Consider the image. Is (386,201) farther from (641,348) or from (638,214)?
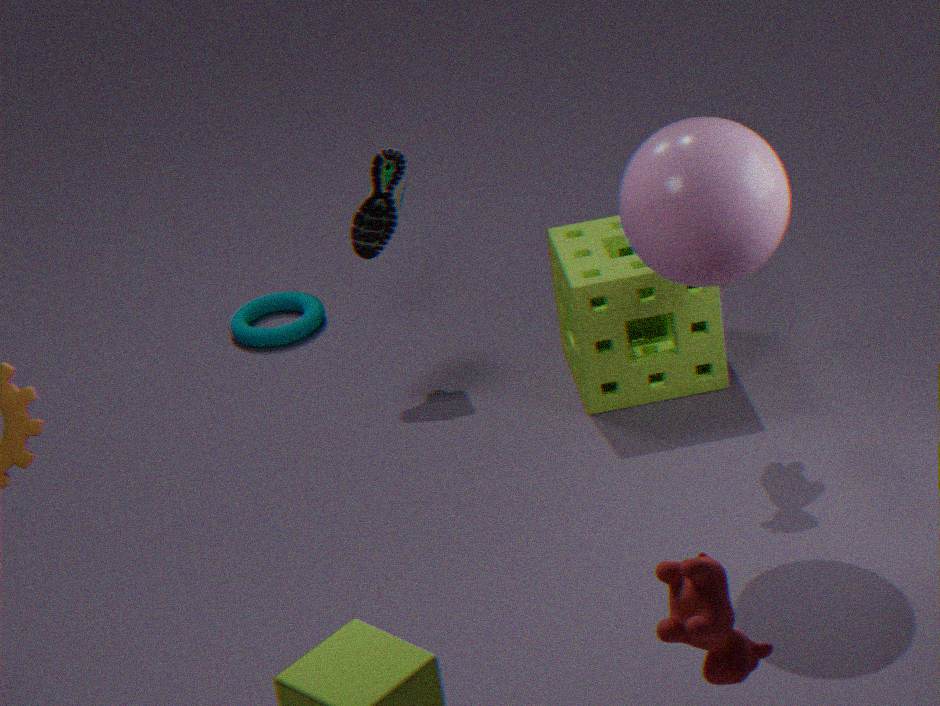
(638,214)
